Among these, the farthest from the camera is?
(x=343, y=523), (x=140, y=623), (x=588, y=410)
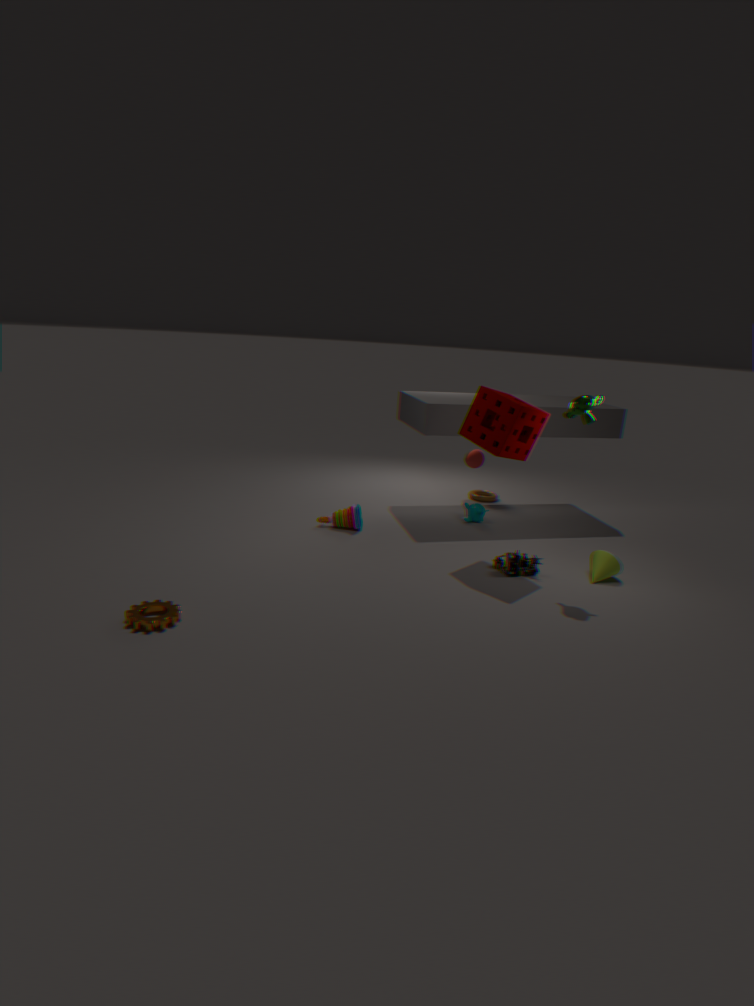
(x=343, y=523)
